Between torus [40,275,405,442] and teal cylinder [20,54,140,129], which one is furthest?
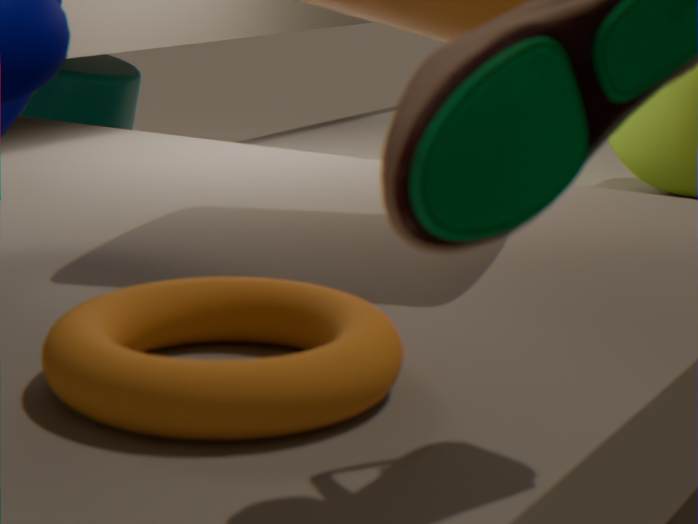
teal cylinder [20,54,140,129]
